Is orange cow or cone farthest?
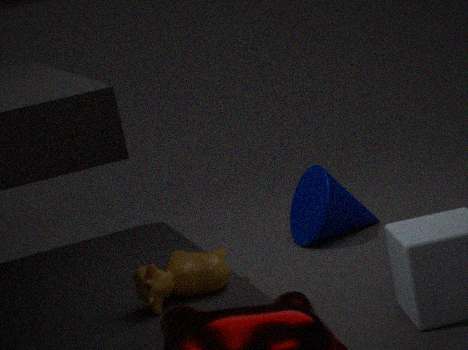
cone
